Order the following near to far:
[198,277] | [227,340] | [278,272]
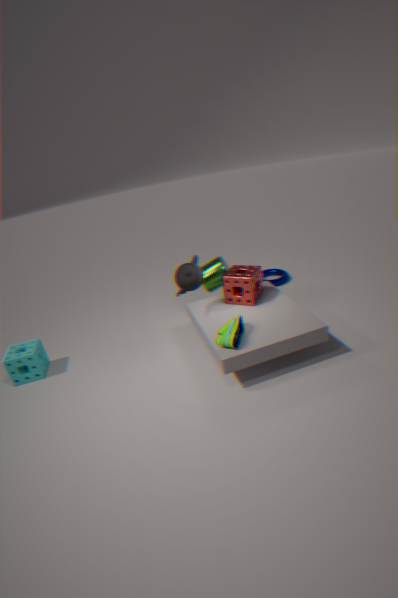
[227,340]
[198,277]
[278,272]
